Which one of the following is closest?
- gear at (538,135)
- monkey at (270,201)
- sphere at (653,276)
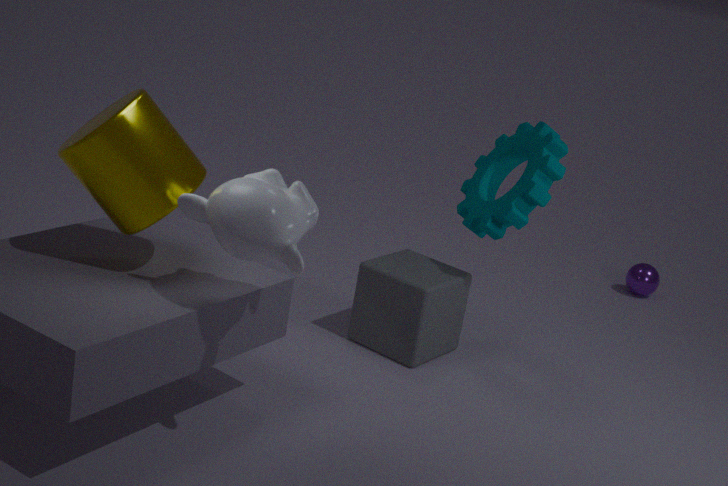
monkey at (270,201)
